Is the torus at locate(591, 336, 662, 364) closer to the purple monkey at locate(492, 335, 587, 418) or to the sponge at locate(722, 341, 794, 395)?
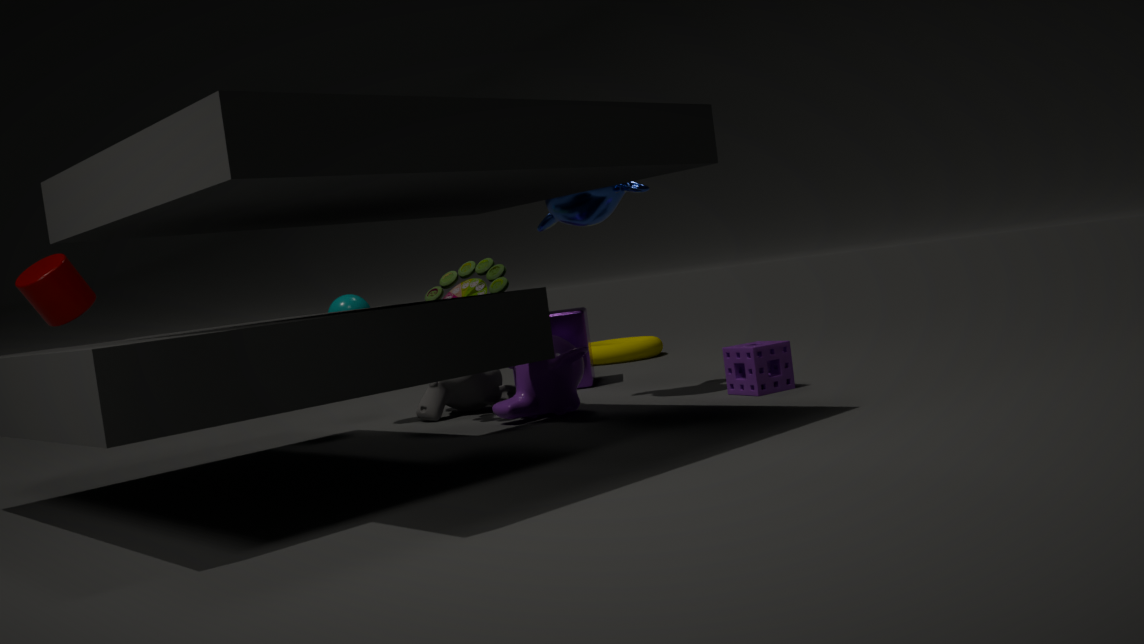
the purple monkey at locate(492, 335, 587, 418)
